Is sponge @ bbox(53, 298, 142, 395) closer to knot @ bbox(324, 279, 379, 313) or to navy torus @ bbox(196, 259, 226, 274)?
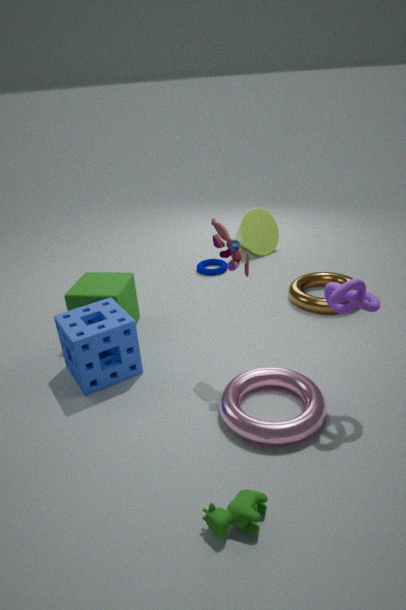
knot @ bbox(324, 279, 379, 313)
